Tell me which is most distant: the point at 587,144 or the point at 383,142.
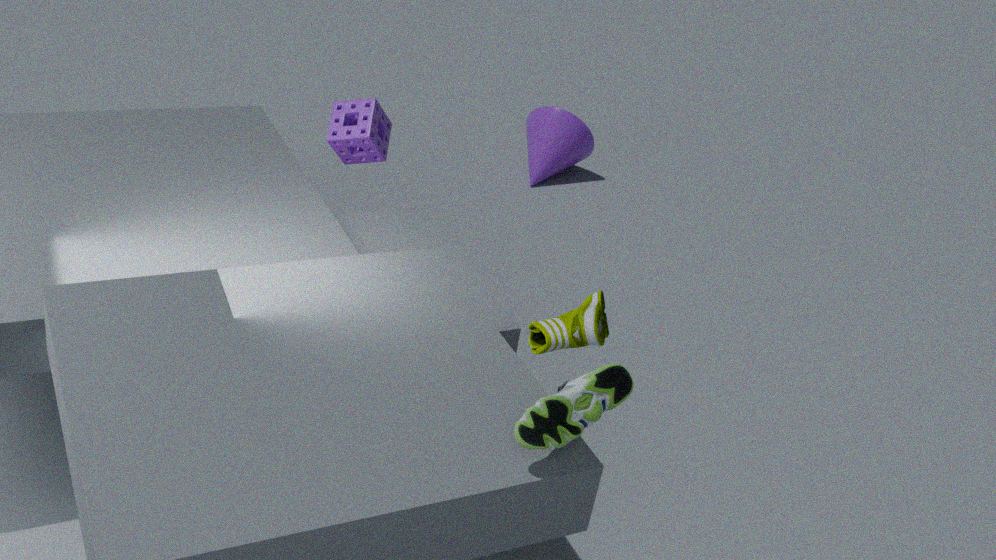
the point at 587,144
